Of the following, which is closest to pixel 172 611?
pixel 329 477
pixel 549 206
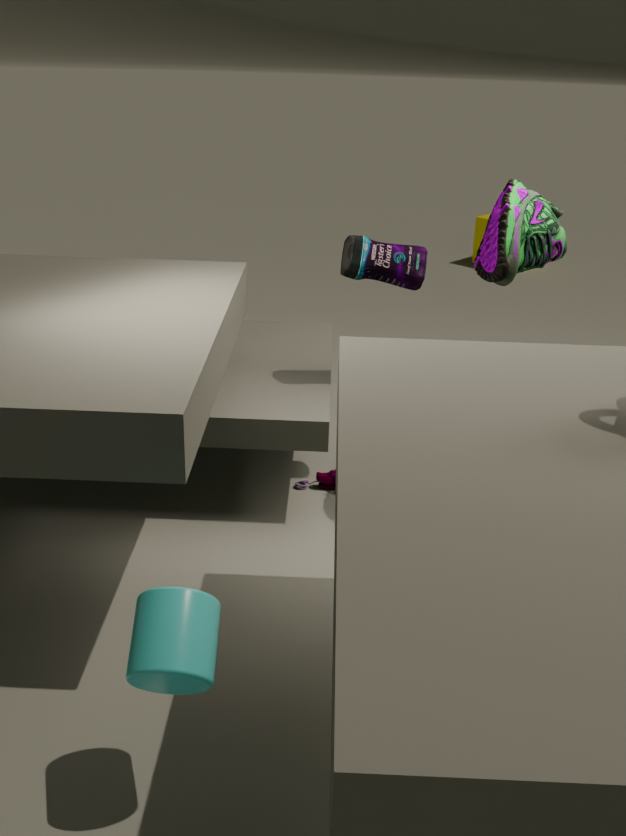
pixel 329 477
